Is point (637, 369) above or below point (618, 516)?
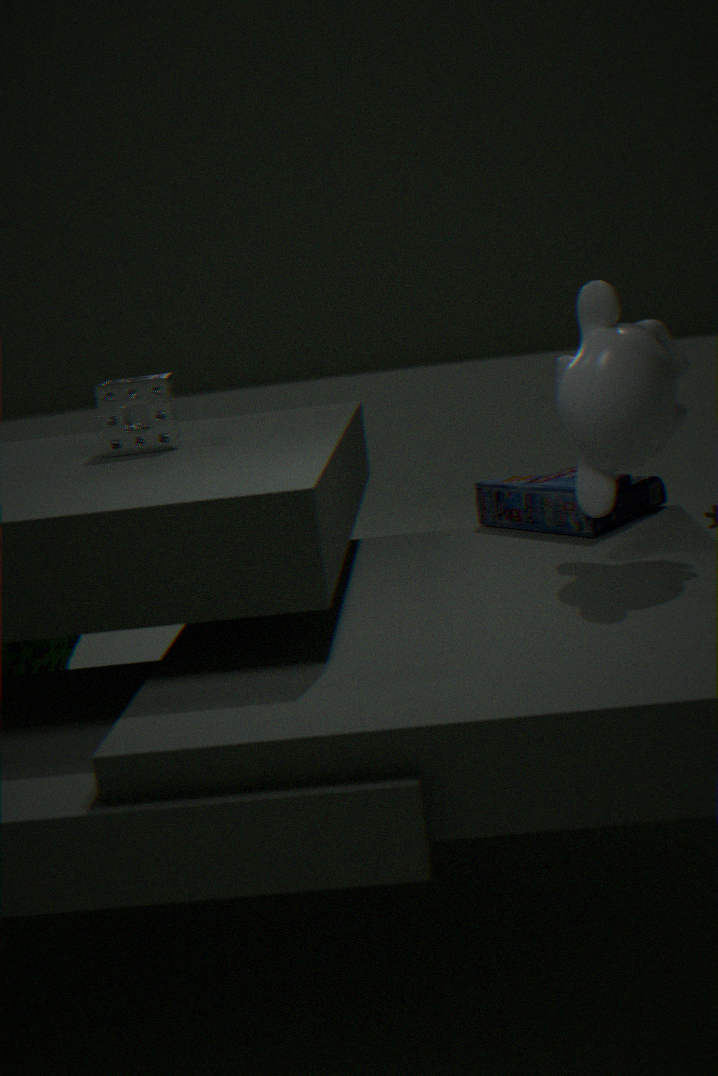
above
